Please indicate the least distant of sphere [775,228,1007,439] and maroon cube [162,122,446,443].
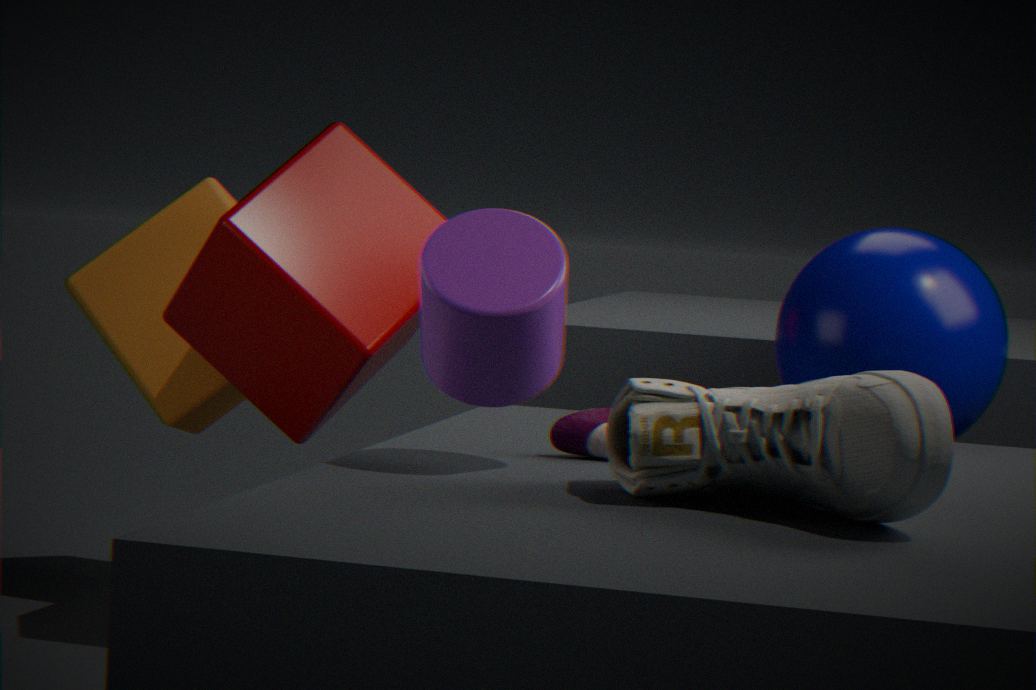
sphere [775,228,1007,439]
